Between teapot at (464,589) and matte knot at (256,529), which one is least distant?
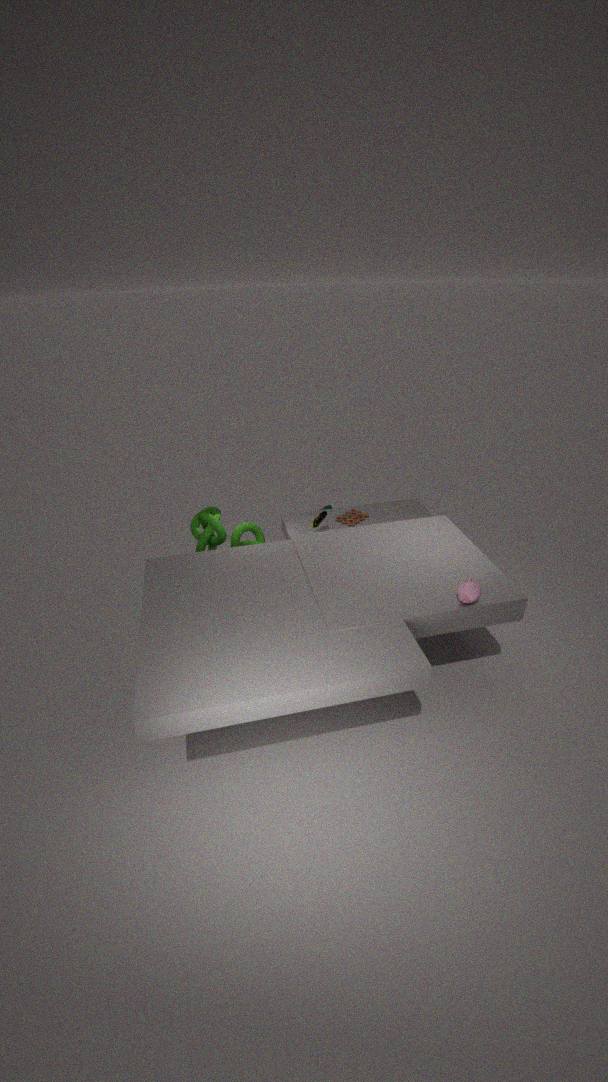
teapot at (464,589)
